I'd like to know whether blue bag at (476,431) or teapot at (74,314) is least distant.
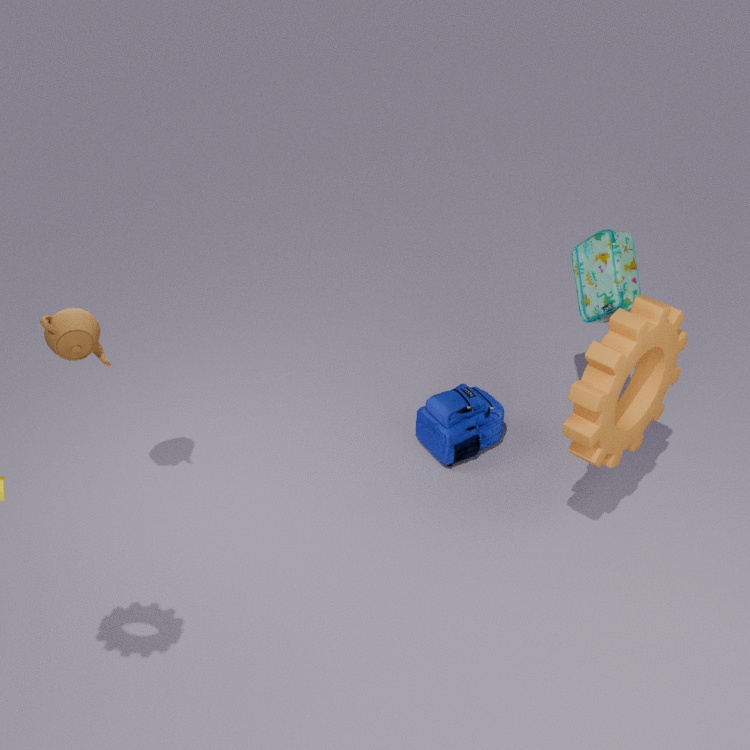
teapot at (74,314)
